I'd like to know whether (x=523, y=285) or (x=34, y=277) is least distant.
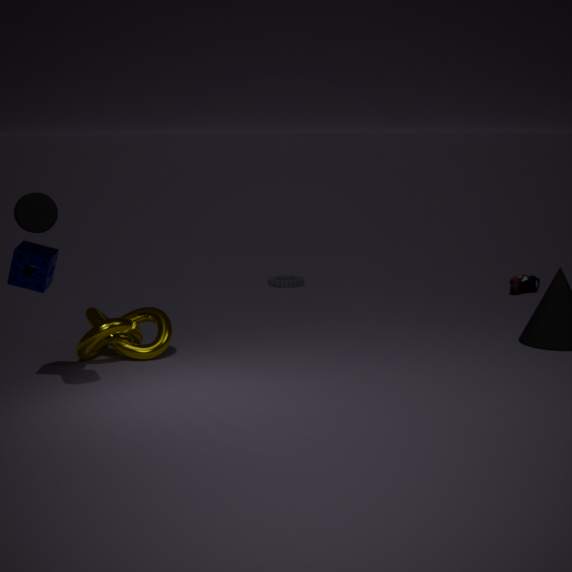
(x=34, y=277)
